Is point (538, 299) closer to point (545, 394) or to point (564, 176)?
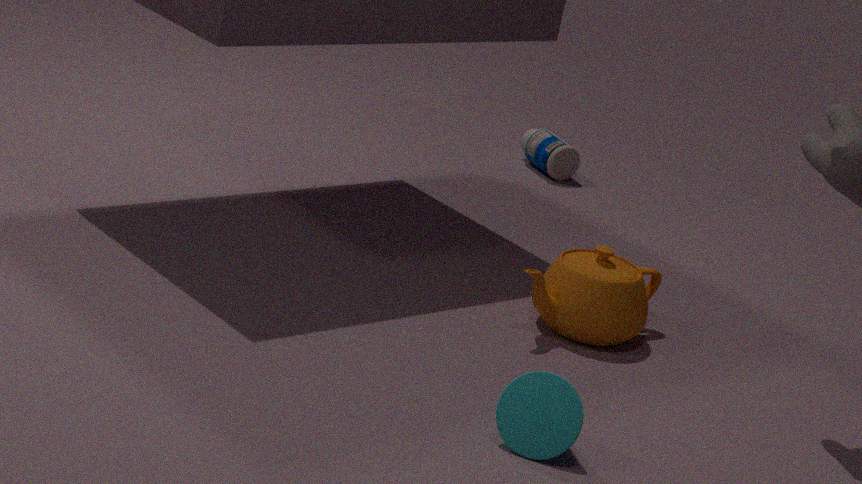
point (545, 394)
